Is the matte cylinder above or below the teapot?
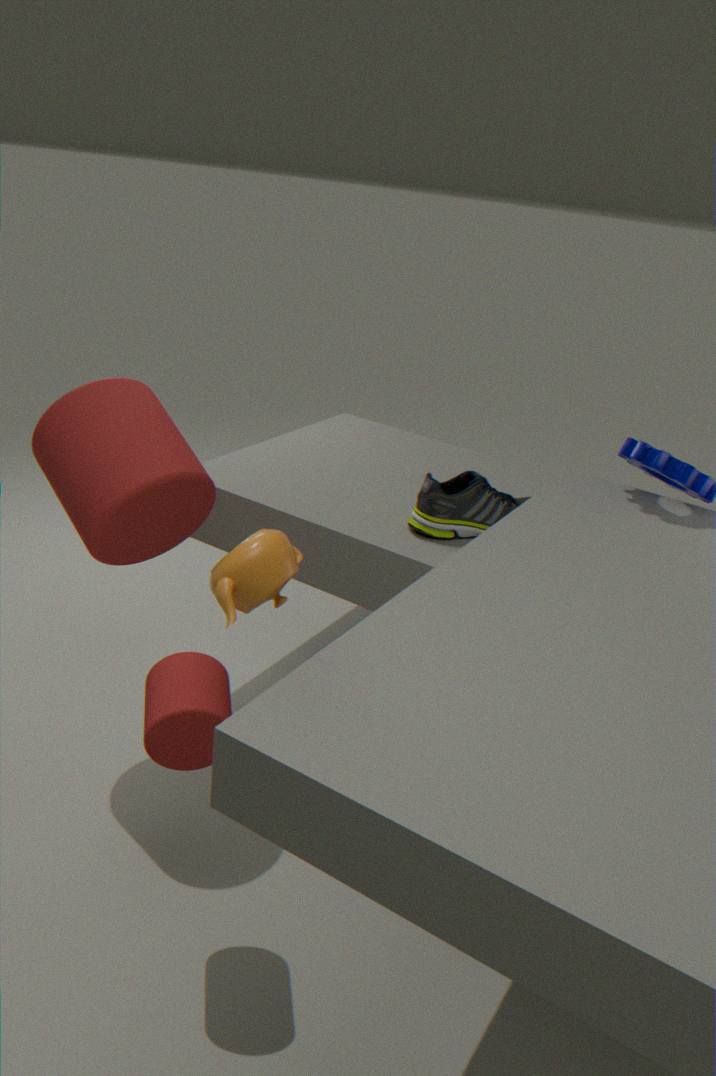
below
